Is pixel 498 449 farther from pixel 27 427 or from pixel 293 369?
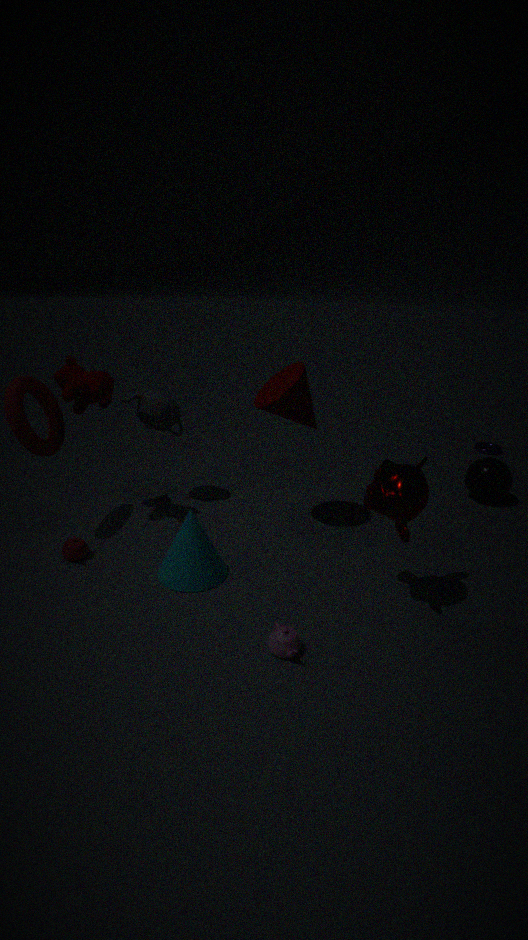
pixel 27 427
